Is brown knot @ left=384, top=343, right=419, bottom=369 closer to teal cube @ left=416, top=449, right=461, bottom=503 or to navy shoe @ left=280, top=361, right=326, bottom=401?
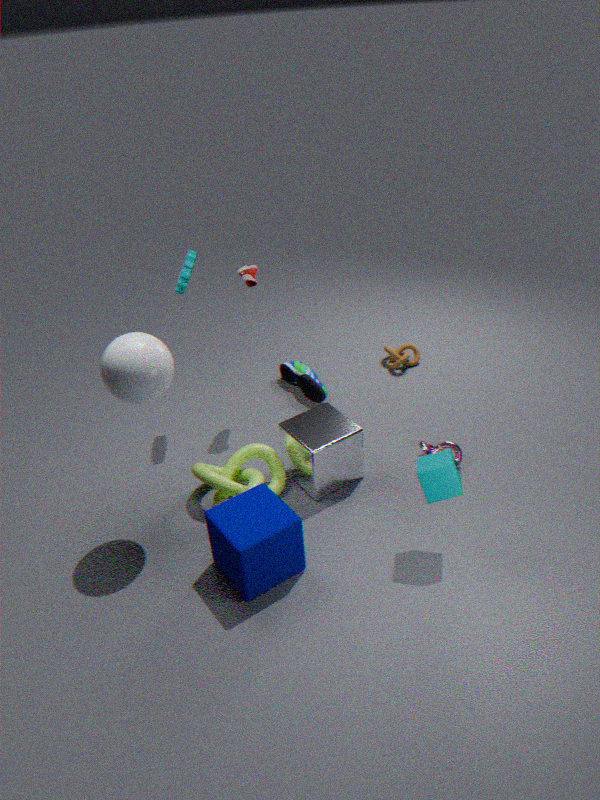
navy shoe @ left=280, top=361, right=326, bottom=401
